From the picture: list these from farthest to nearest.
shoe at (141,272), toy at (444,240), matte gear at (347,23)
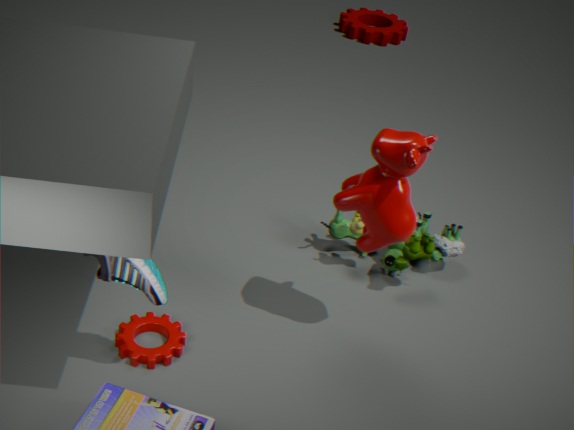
matte gear at (347,23) < toy at (444,240) < shoe at (141,272)
